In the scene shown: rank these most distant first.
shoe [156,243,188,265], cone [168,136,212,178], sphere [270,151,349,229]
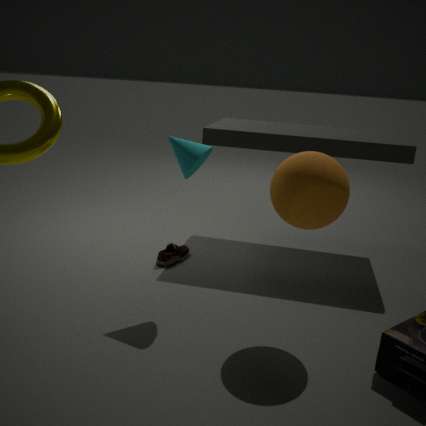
shoe [156,243,188,265]
cone [168,136,212,178]
sphere [270,151,349,229]
